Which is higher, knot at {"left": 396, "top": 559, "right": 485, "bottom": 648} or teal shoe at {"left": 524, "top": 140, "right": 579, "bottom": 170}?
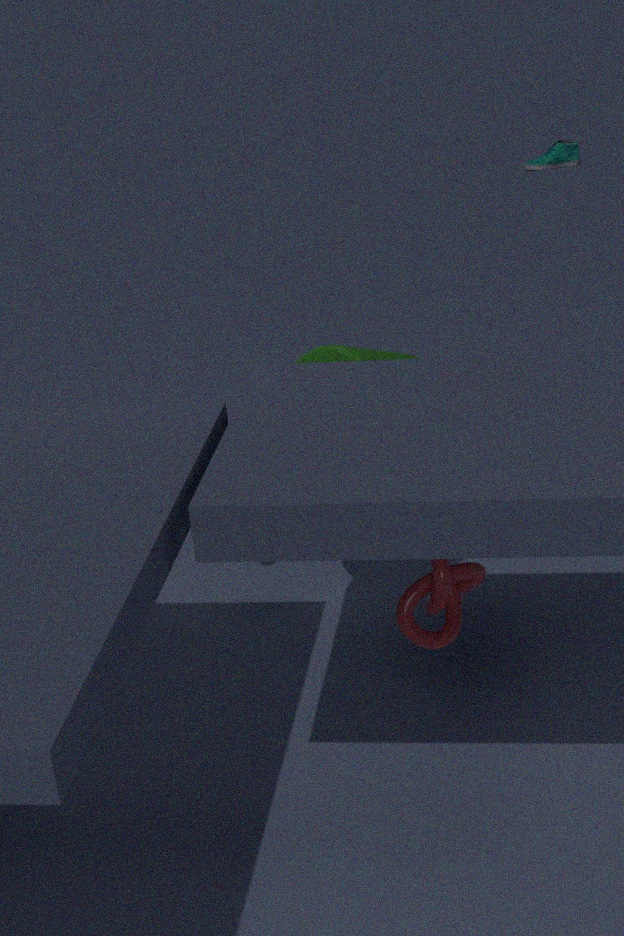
knot at {"left": 396, "top": 559, "right": 485, "bottom": 648}
